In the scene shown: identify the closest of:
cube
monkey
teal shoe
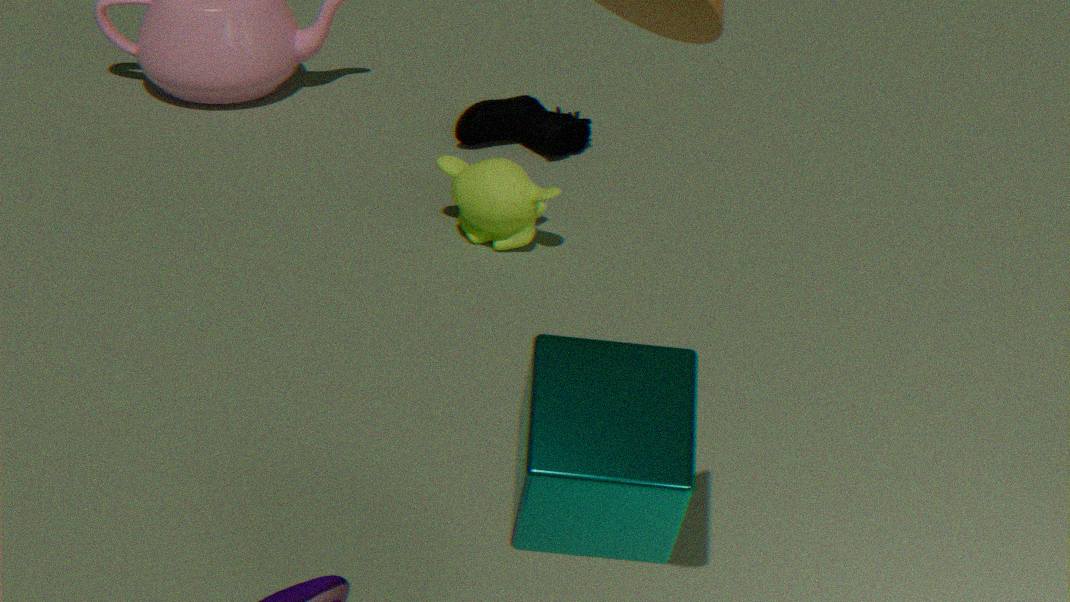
cube
